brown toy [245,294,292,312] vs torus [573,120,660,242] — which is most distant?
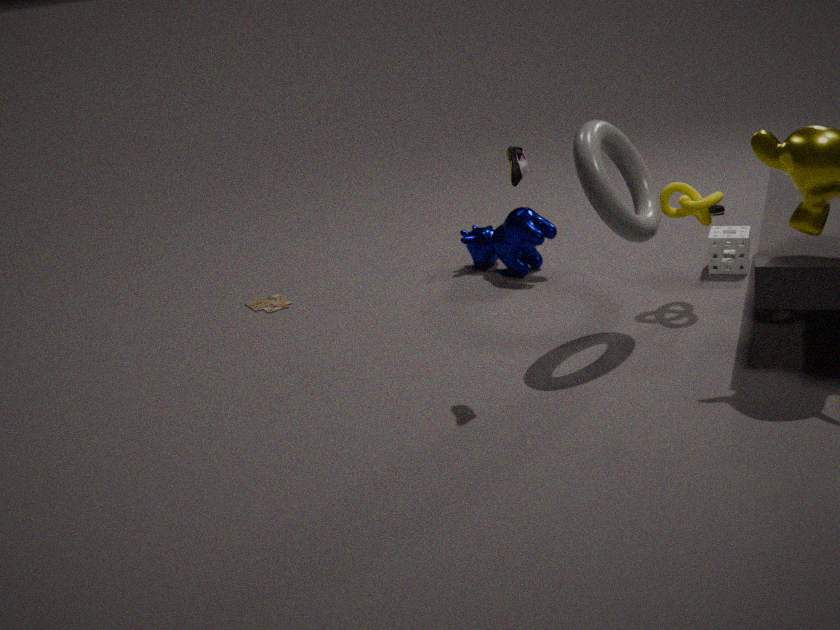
brown toy [245,294,292,312]
